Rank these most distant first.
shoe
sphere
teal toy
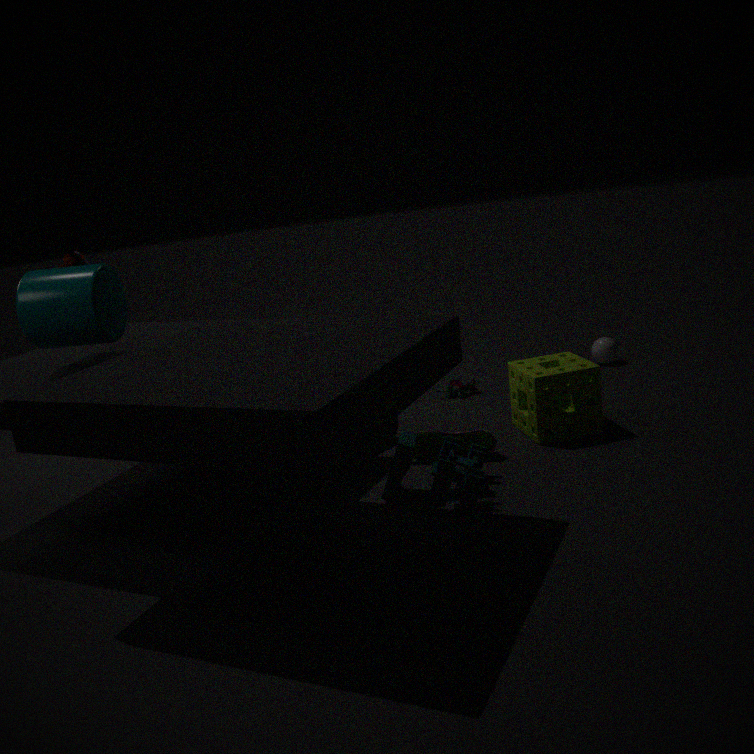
1. sphere
2. shoe
3. teal toy
